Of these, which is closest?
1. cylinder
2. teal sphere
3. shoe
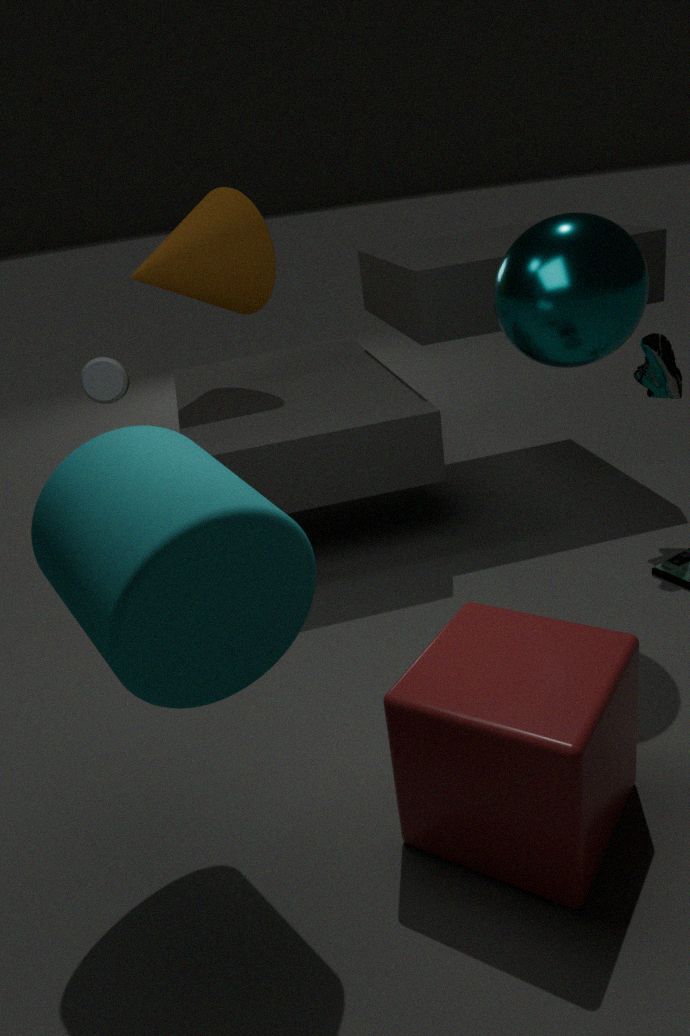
cylinder
